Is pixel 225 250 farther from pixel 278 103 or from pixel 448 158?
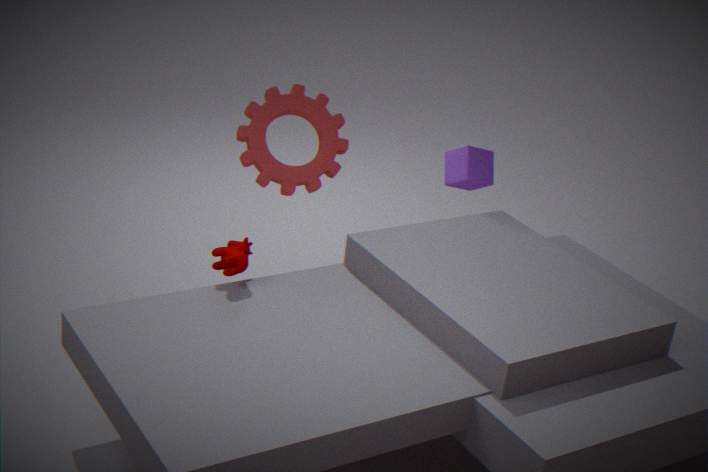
pixel 448 158
